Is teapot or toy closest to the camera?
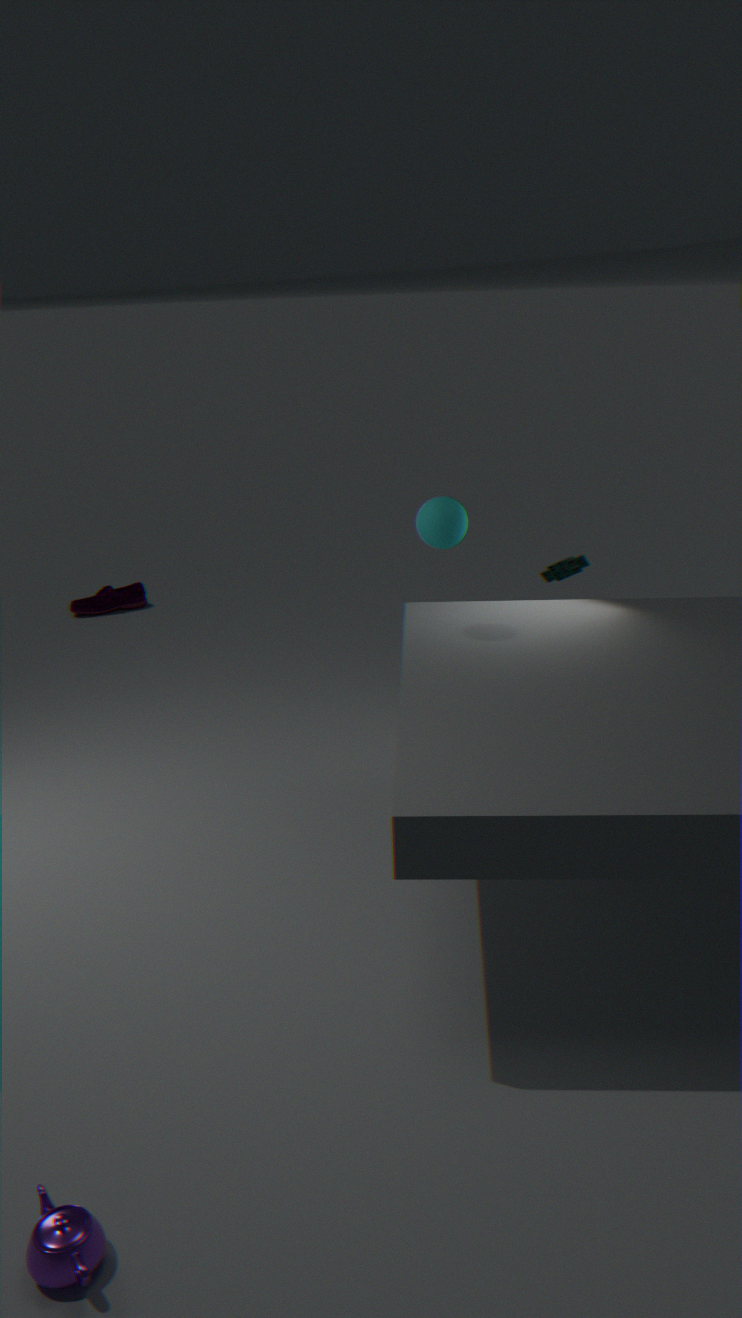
teapot
